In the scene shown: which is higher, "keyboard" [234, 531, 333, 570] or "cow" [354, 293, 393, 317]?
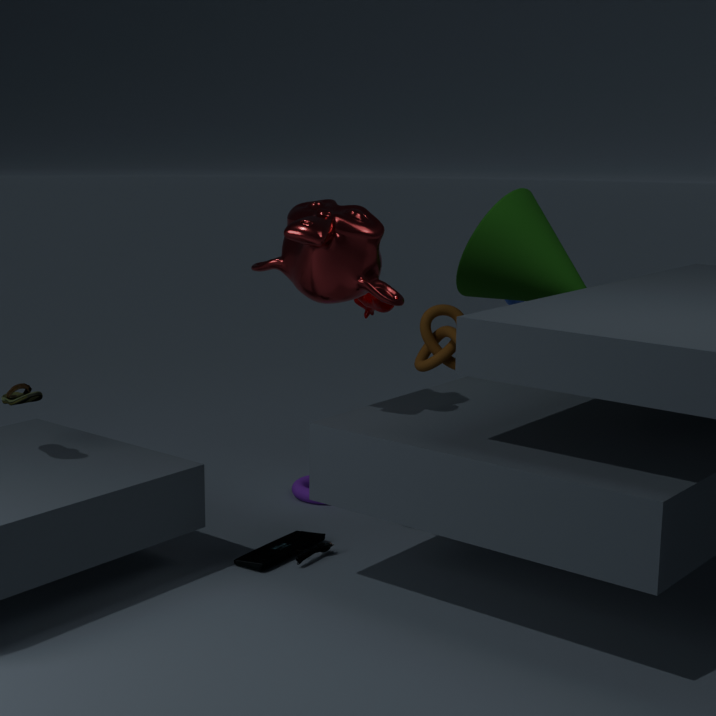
"cow" [354, 293, 393, 317]
